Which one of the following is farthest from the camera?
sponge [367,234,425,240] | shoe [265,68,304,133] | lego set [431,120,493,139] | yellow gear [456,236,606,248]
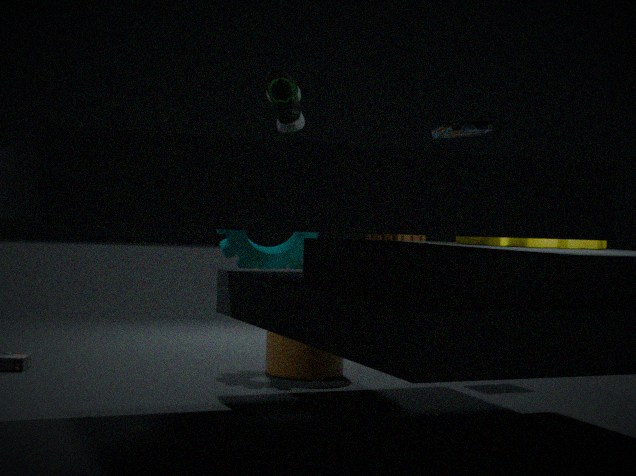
lego set [431,120,493,139]
